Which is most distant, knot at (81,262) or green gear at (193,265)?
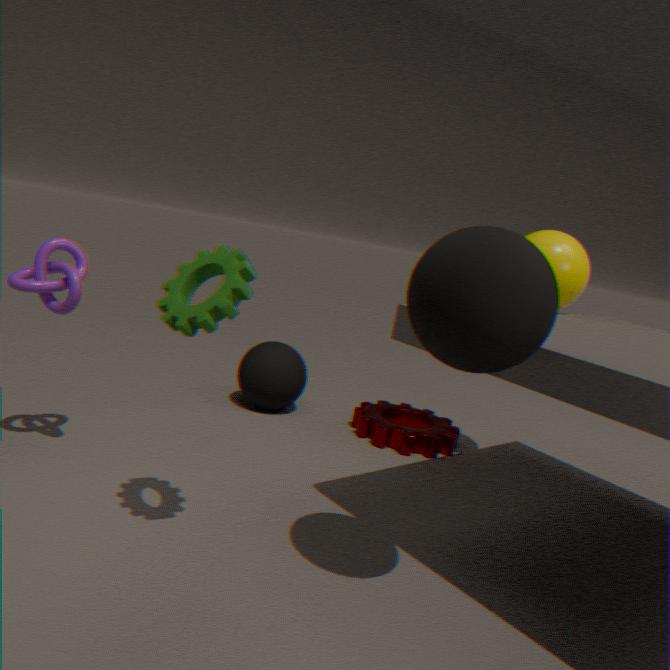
knot at (81,262)
